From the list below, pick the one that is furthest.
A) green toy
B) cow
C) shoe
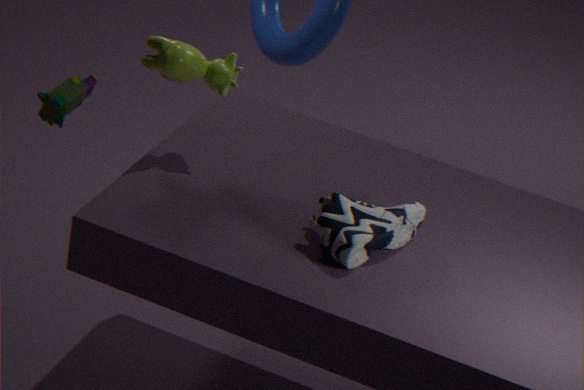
green toy
